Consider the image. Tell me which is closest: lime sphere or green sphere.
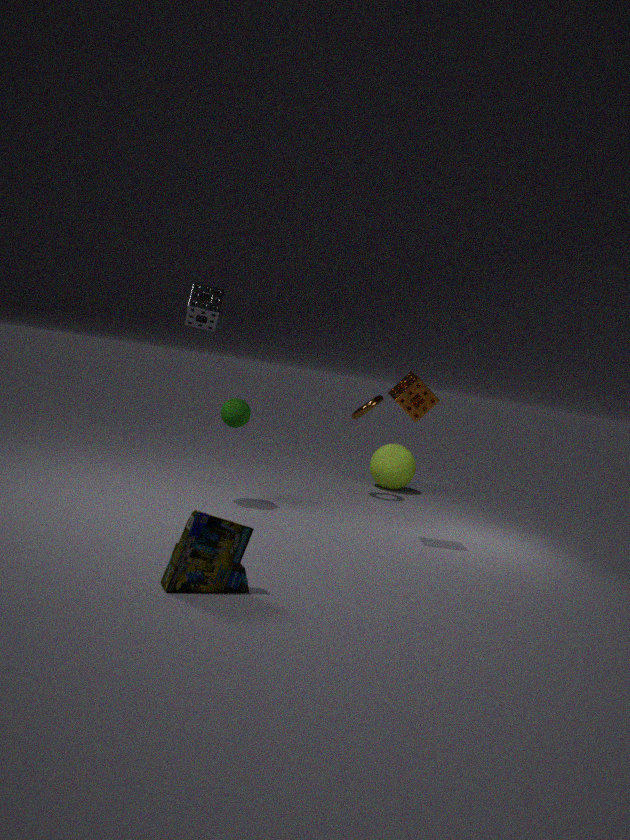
green sphere
